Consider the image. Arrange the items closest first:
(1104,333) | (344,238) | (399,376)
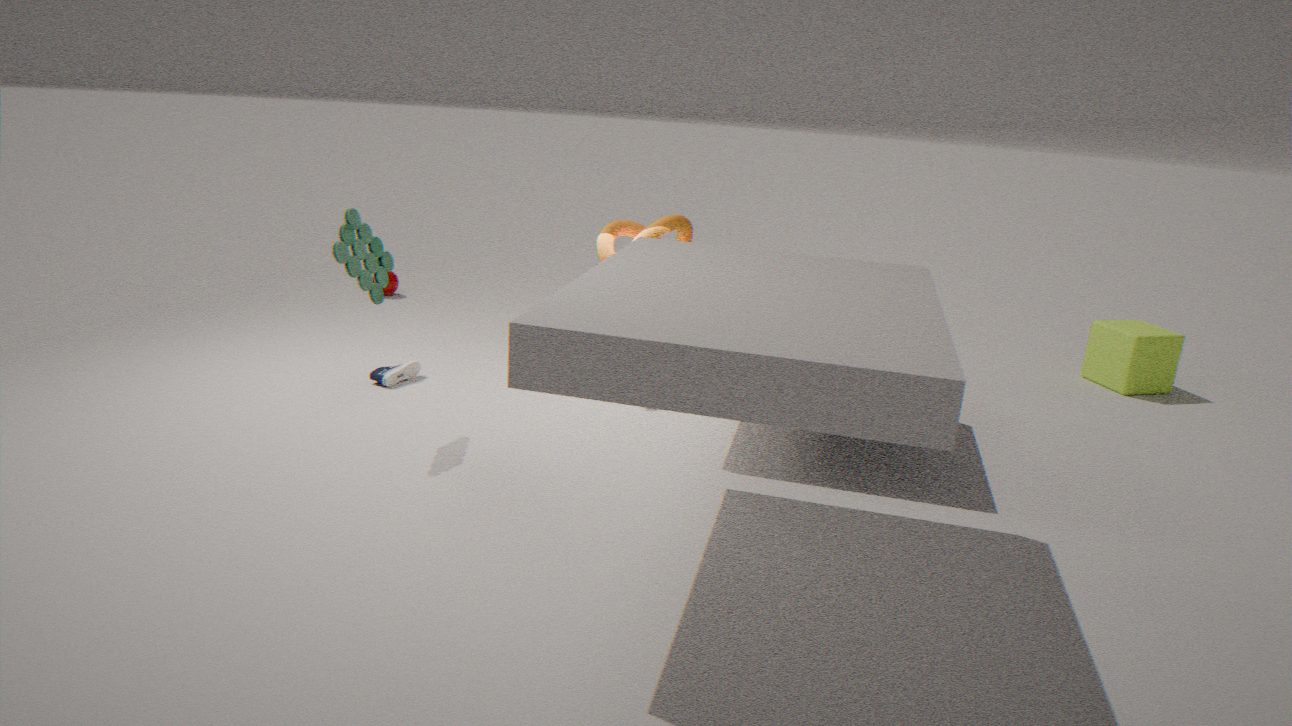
(344,238) < (399,376) < (1104,333)
